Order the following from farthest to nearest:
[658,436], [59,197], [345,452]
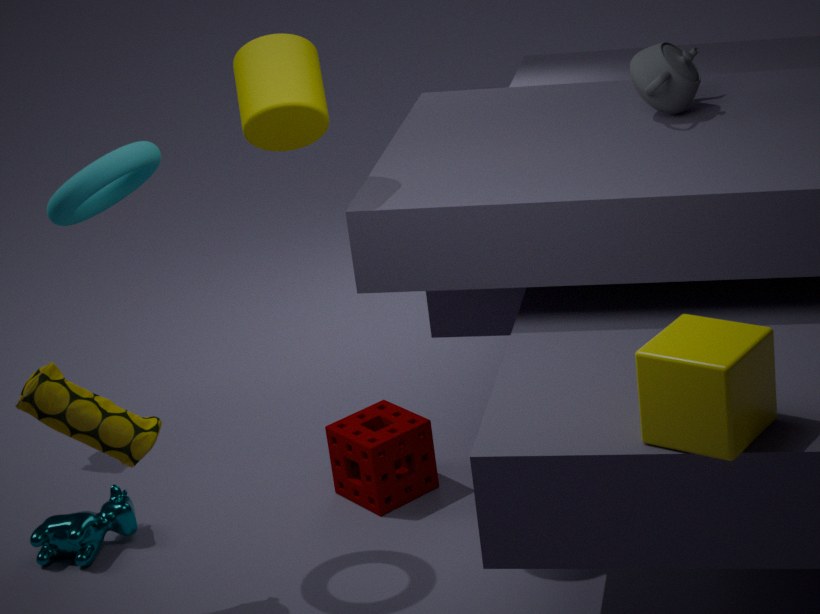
[345,452]
[59,197]
[658,436]
